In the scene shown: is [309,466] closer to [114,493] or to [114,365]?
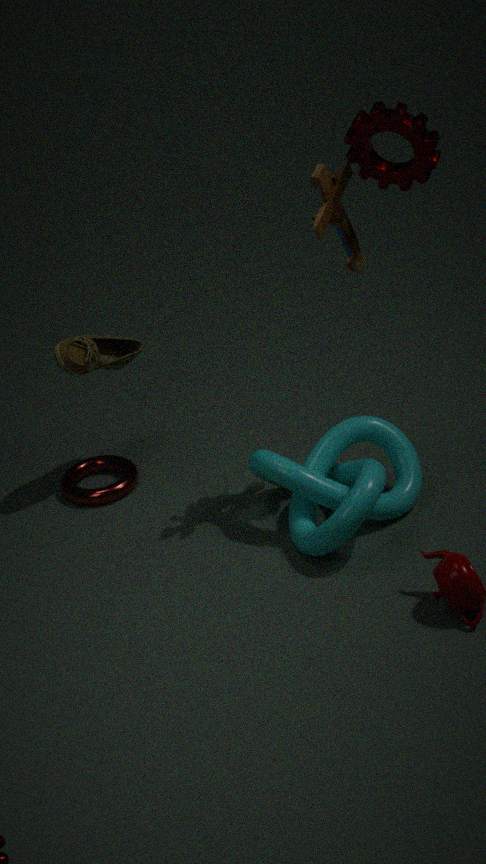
[114,493]
